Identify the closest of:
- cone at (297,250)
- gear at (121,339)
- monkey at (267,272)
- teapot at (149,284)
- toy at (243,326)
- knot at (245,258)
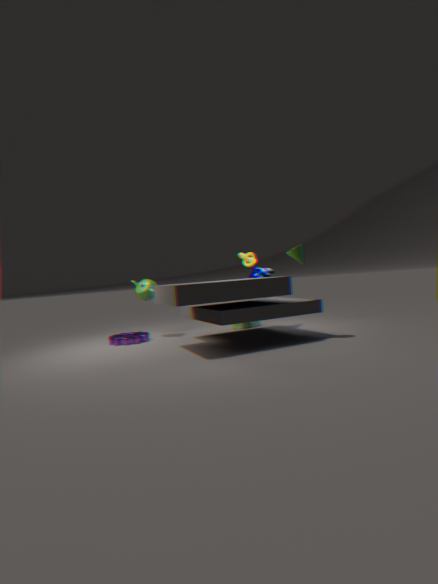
cone at (297,250)
